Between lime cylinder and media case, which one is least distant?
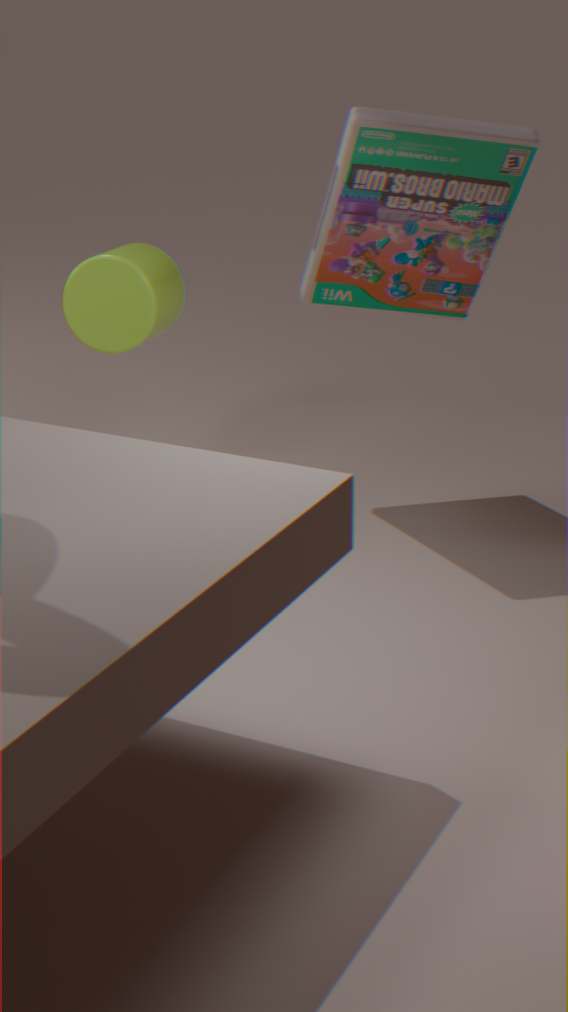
media case
